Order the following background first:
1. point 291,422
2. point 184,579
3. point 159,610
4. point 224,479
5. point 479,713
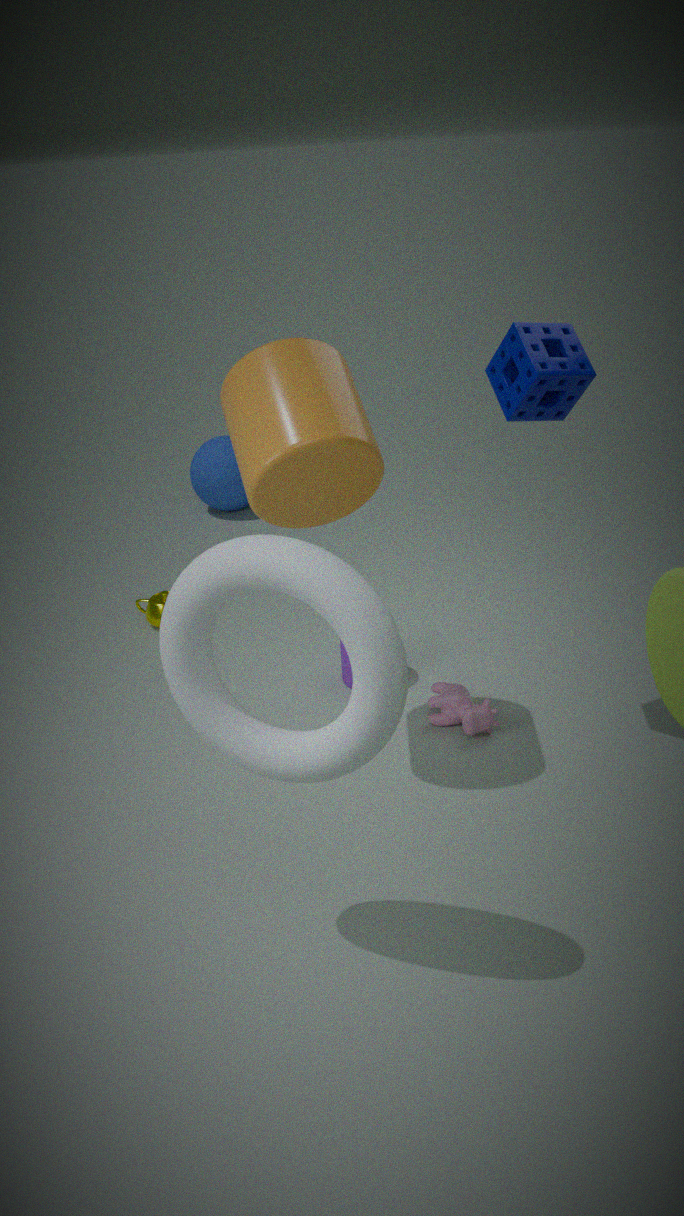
point 224,479
point 159,610
point 479,713
point 291,422
point 184,579
